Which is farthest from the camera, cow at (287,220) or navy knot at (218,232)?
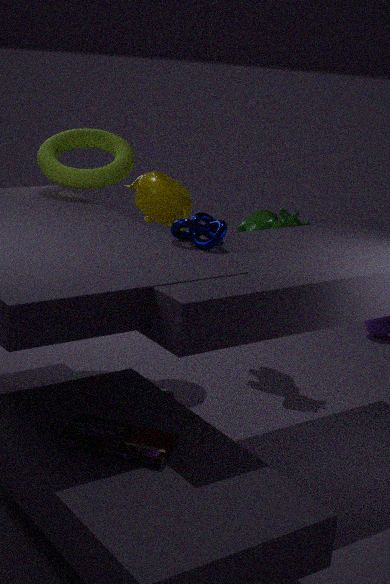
cow at (287,220)
